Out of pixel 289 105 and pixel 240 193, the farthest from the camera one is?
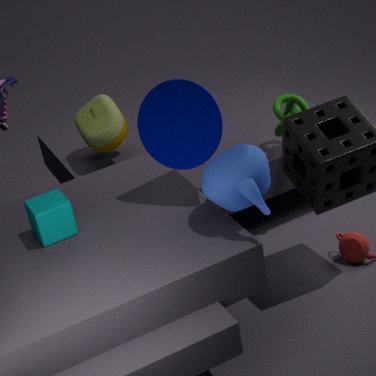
pixel 289 105
